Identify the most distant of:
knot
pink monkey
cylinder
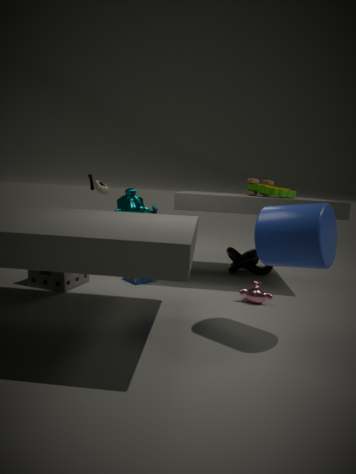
knot
